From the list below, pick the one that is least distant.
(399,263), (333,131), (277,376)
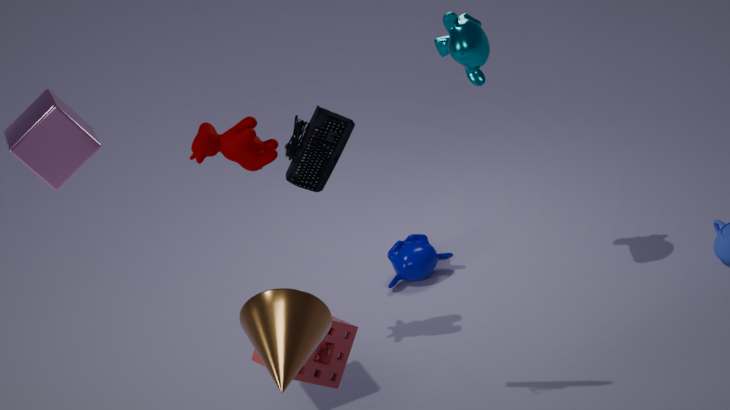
(277,376)
